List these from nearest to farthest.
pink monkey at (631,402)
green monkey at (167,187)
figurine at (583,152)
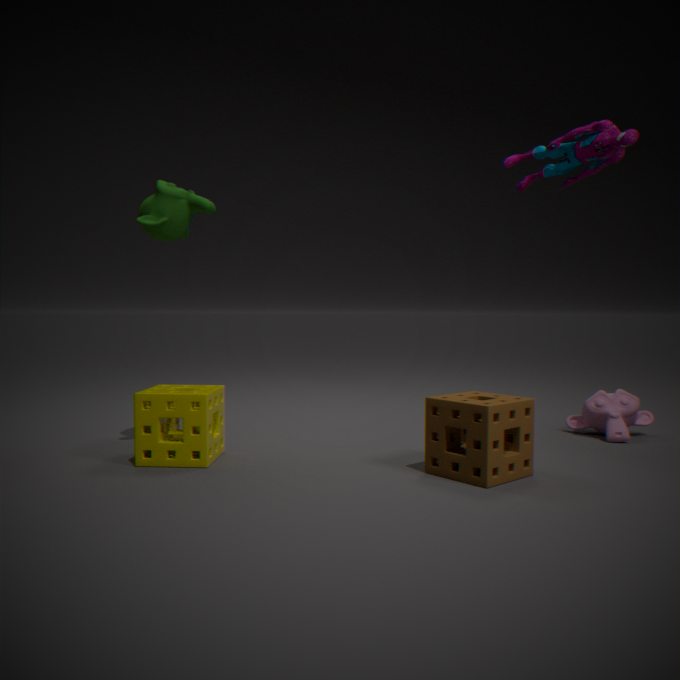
green monkey at (167,187), figurine at (583,152), pink monkey at (631,402)
